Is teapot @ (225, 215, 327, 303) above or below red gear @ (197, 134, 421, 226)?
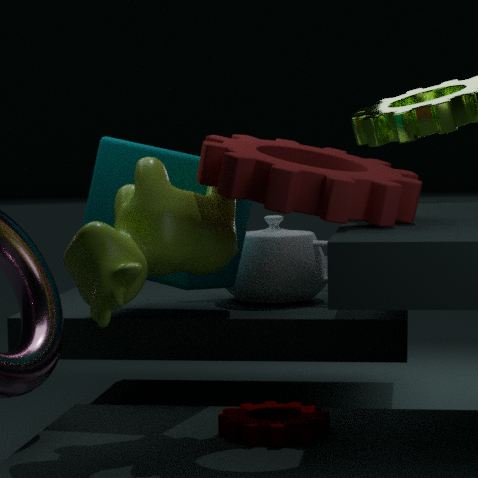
below
